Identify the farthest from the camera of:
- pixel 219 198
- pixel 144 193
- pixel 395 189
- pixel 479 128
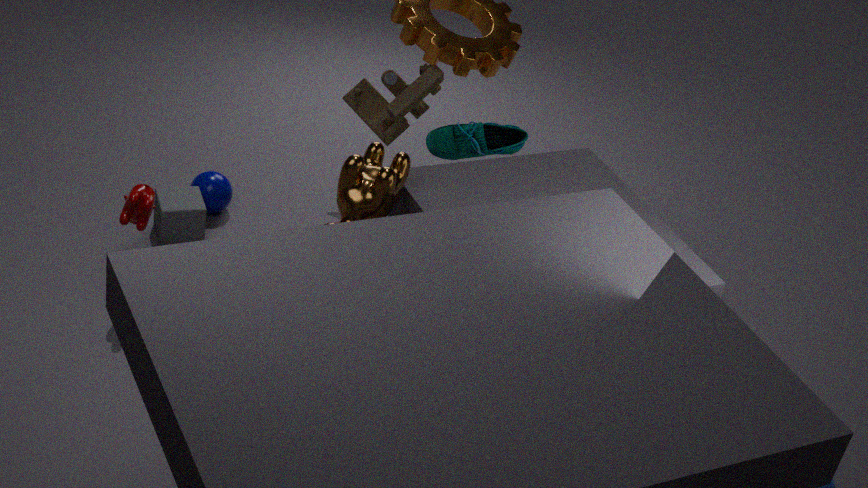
pixel 219 198
